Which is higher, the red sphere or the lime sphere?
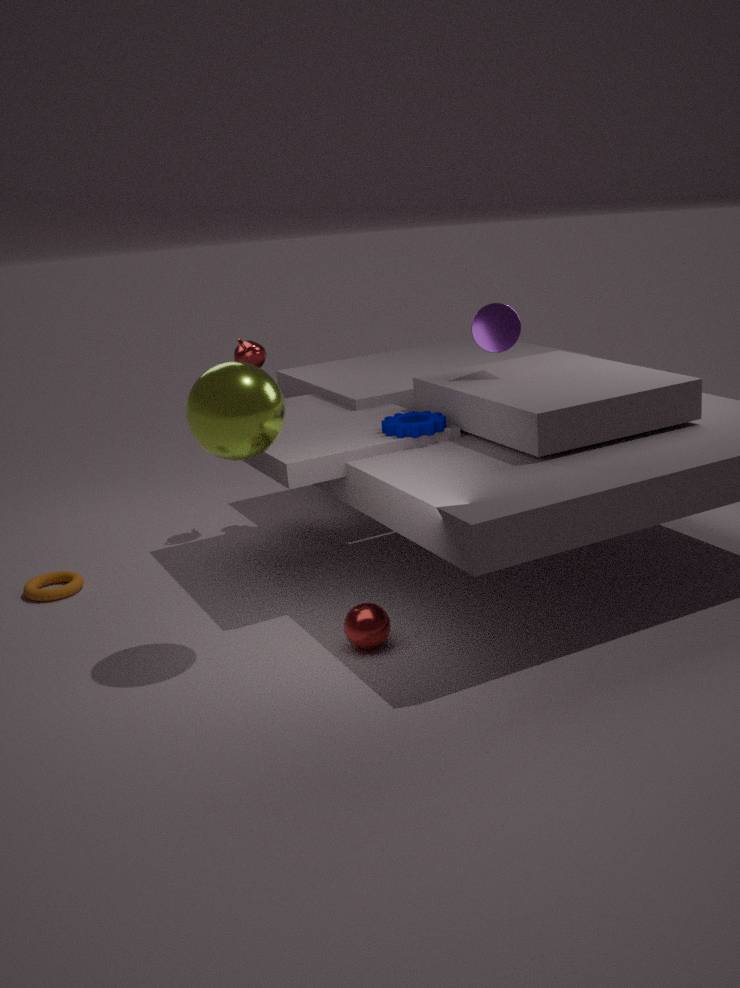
the lime sphere
